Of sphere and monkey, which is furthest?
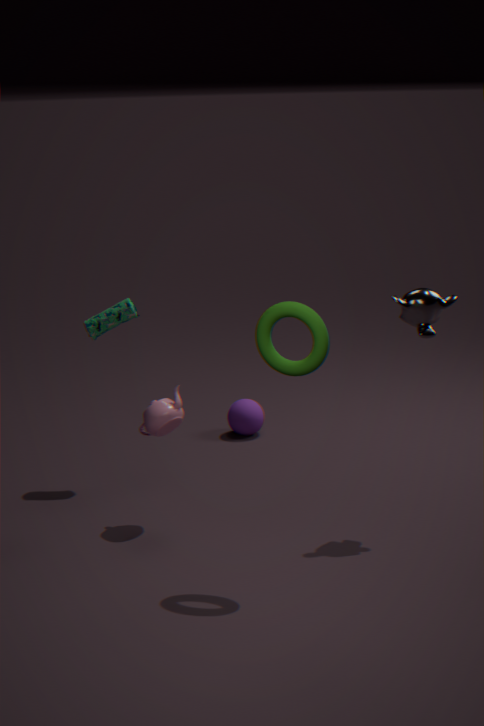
sphere
